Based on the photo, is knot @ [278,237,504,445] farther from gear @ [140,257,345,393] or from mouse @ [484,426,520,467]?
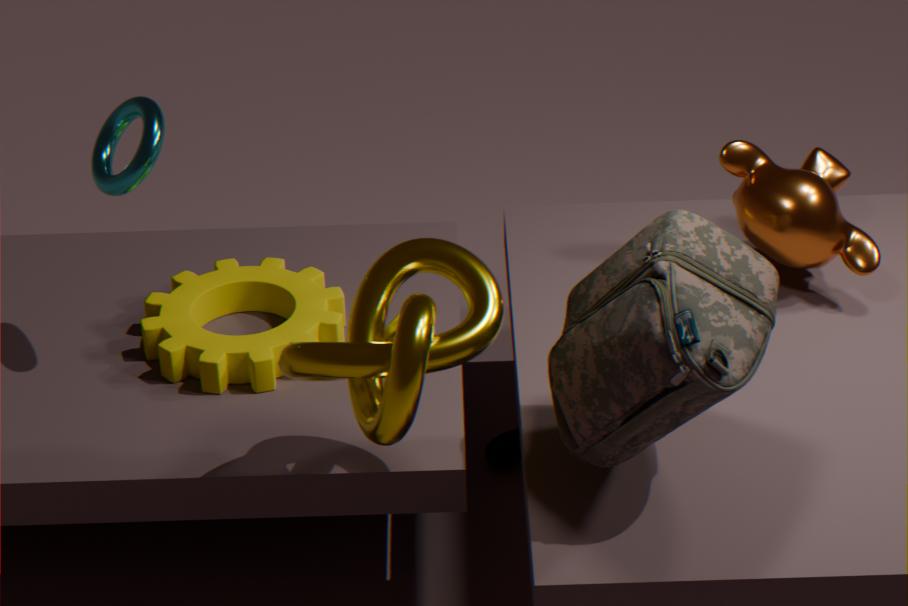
mouse @ [484,426,520,467]
